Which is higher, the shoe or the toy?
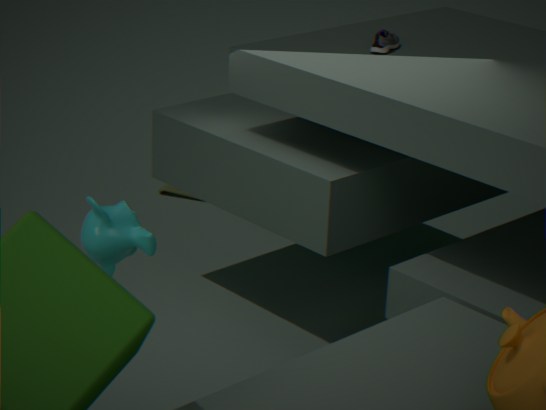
the shoe
